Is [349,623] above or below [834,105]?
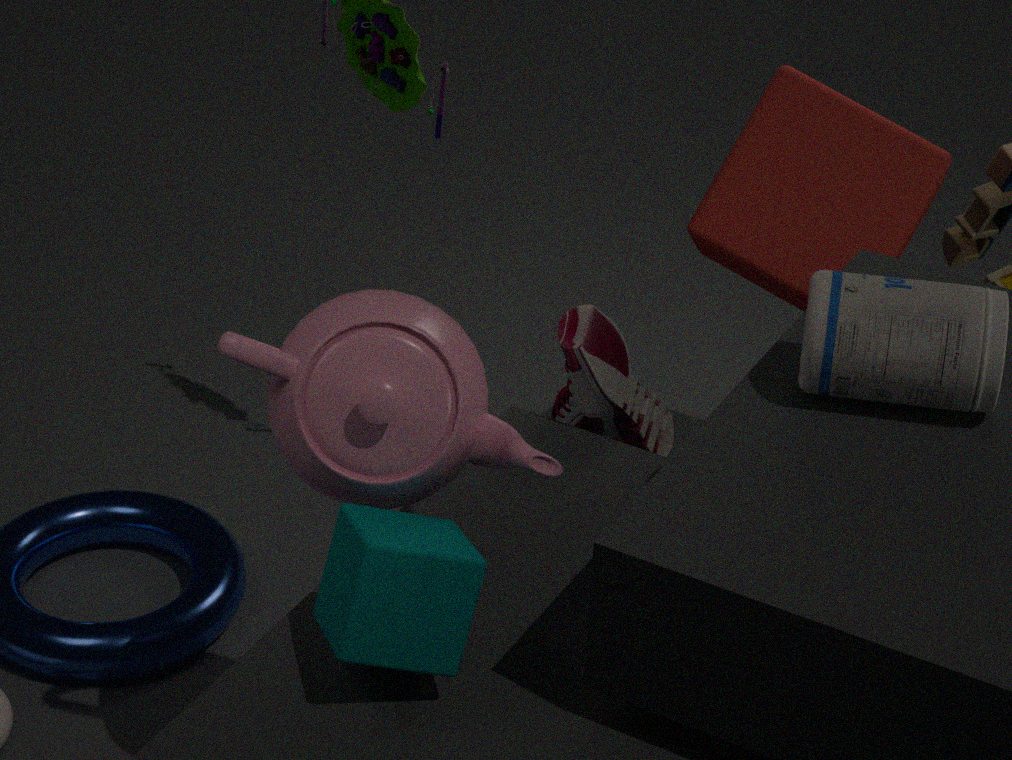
below
